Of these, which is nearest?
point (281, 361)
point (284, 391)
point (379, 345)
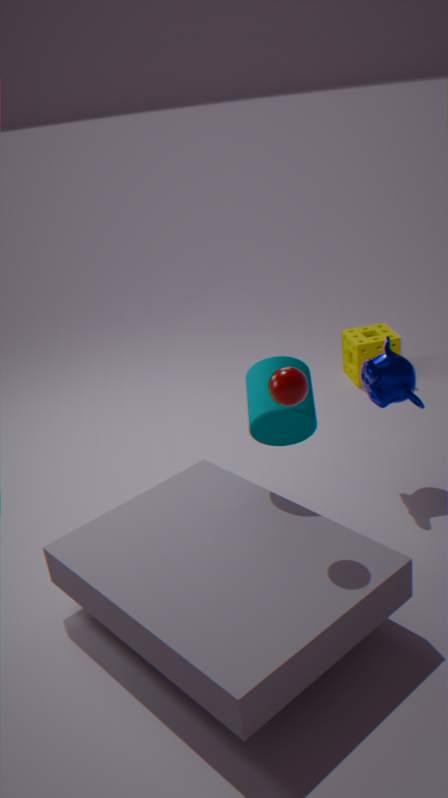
point (284, 391)
